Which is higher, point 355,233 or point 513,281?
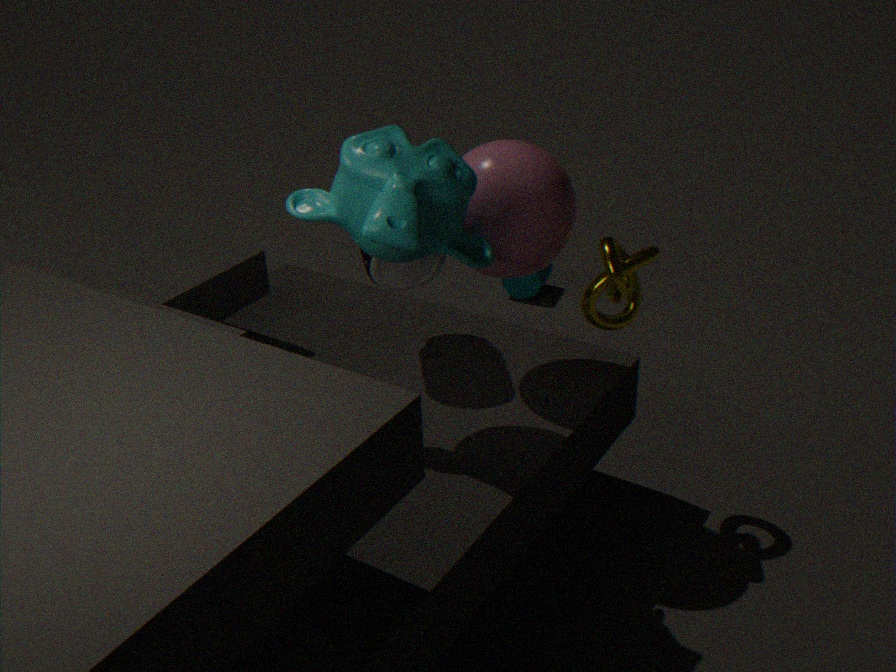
Answer: point 355,233
